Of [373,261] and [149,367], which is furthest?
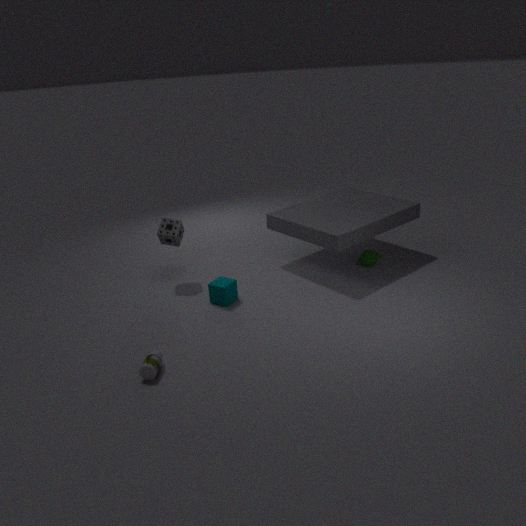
[373,261]
